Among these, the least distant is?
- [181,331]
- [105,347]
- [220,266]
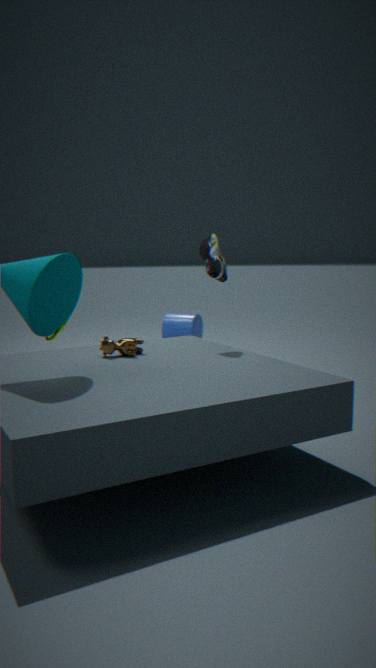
[105,347]
